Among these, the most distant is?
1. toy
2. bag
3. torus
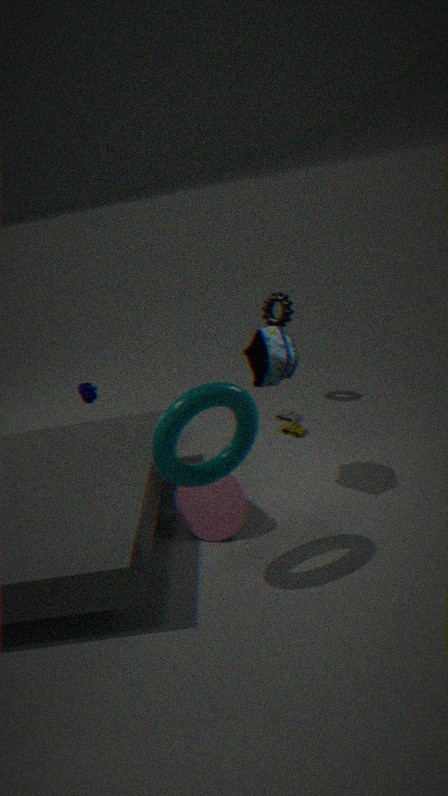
toy
